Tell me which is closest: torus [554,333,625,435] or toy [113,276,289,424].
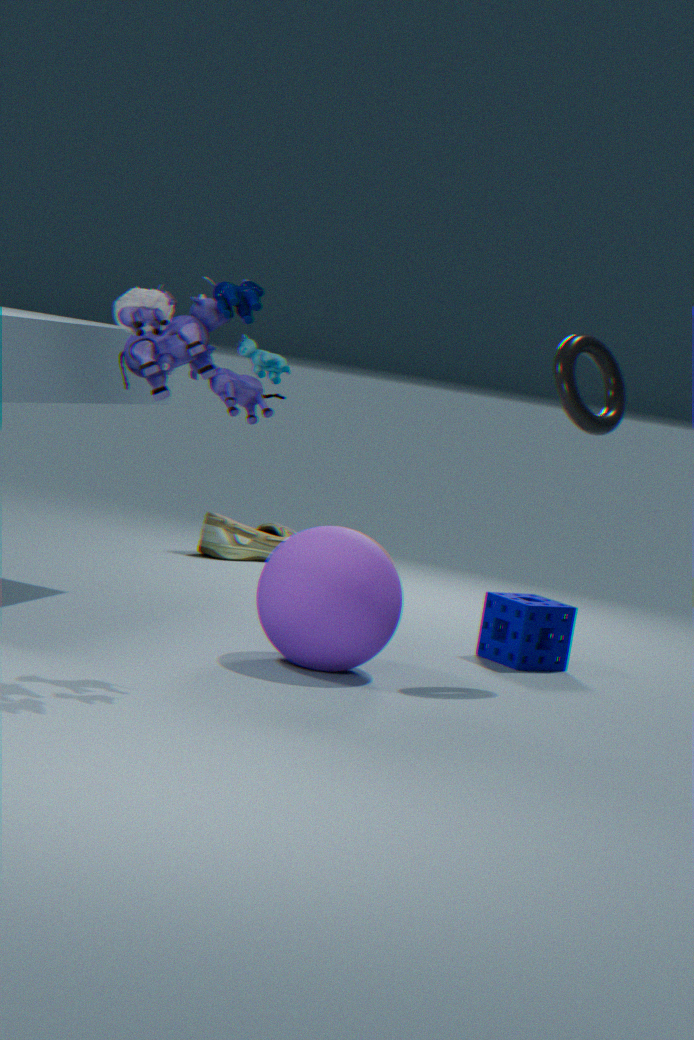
toy [113,276,289,424]
